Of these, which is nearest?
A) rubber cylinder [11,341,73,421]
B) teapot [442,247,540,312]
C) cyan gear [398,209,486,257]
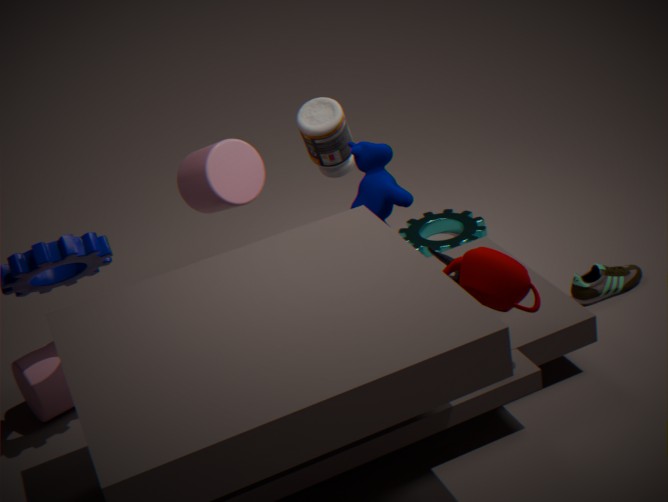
teapot [442,247,540,312]
